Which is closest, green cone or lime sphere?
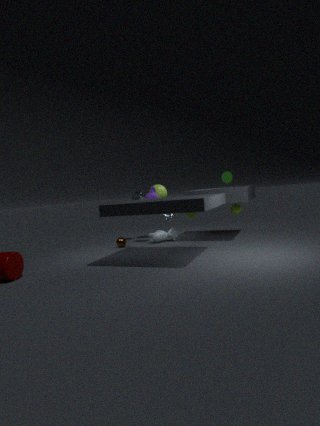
green cone
